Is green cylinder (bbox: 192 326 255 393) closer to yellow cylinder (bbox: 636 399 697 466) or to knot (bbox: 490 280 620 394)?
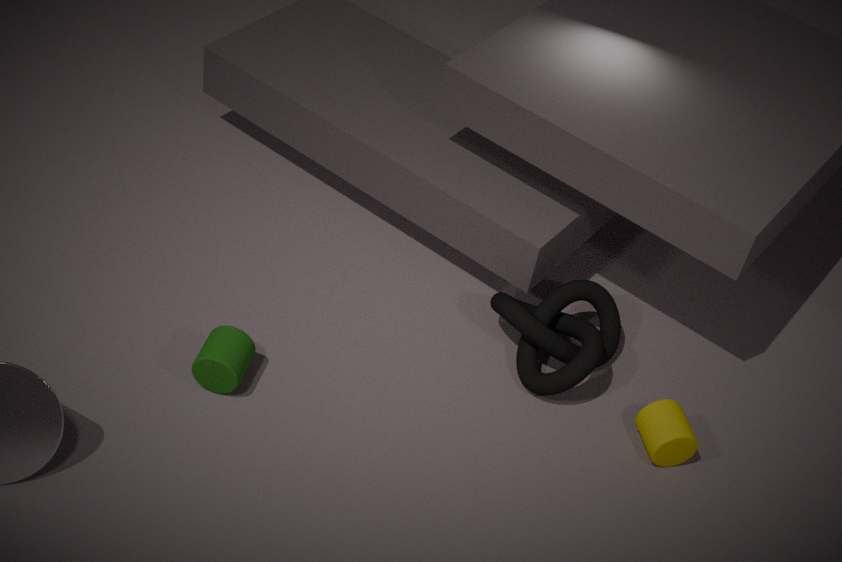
knot (bbox: 490 280 620 394)
